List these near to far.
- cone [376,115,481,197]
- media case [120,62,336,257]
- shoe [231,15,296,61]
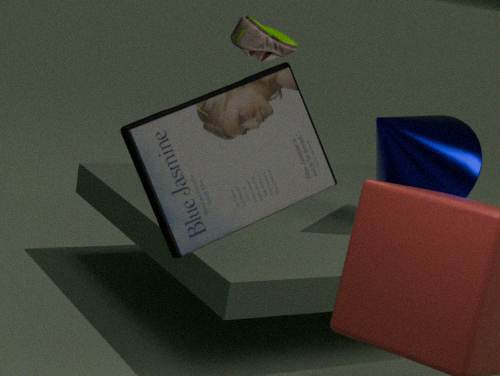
shoe [231,15,296,61] → media case [120,62,336,257] → cone [376,115,481,197]
